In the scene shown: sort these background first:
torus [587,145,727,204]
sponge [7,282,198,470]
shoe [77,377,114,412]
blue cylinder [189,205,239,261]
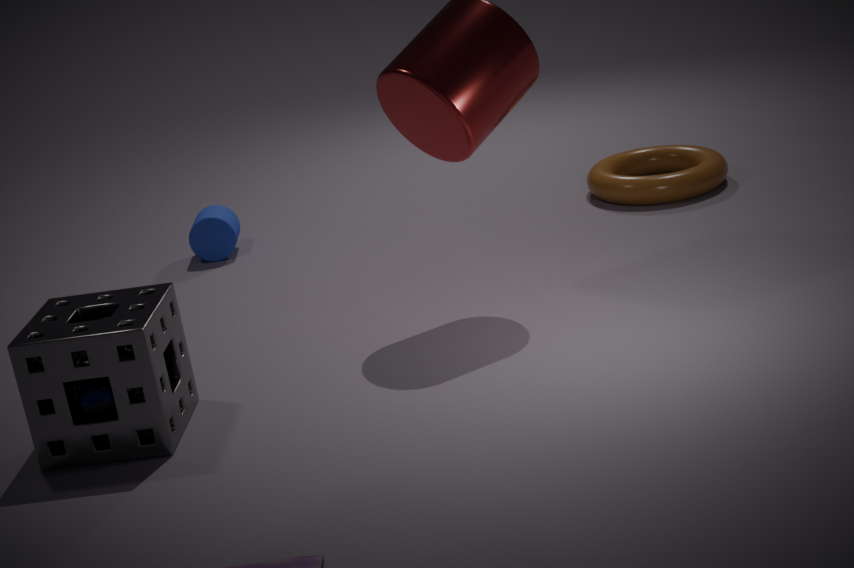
blue cylinder [189,205,239,261]
torus [587,145,727,204]
shoe [77,377,114,412]
sponge [7,282,198,470]
